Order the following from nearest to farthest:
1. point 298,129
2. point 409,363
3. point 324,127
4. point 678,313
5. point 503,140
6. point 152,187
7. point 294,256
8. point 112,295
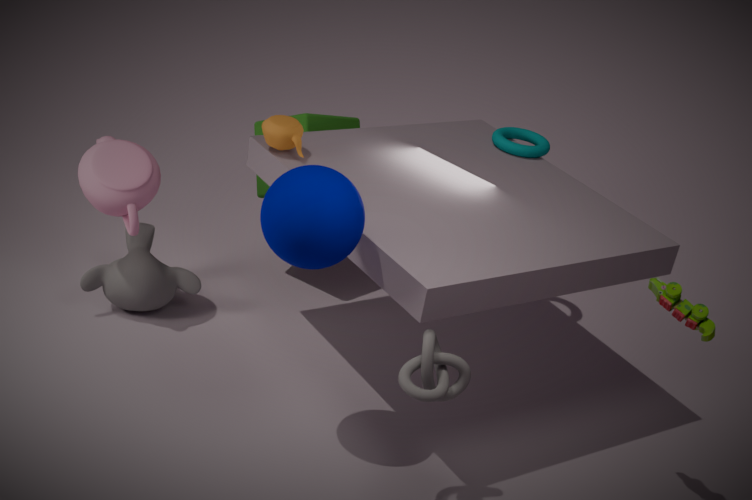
point 294,256 < point 409,363 < point 678,313 < point 298,129 < point 152,187 < point 112,295 < point 503,140 < point 324,127
